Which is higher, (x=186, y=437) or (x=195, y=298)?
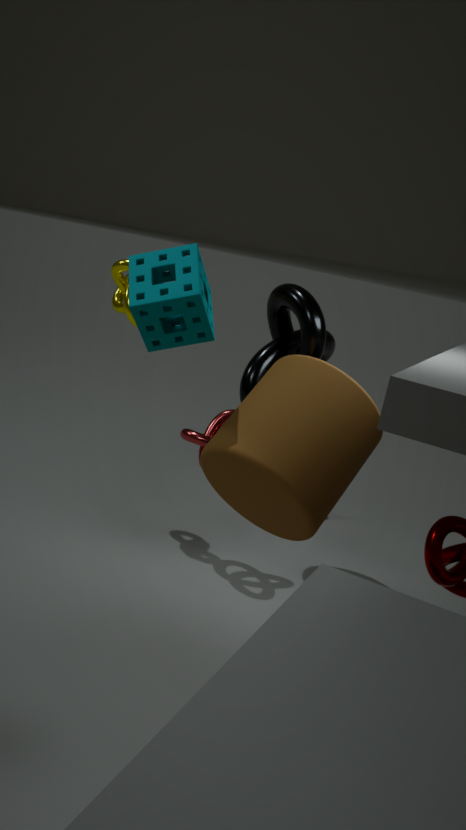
(x=195, y=298)
